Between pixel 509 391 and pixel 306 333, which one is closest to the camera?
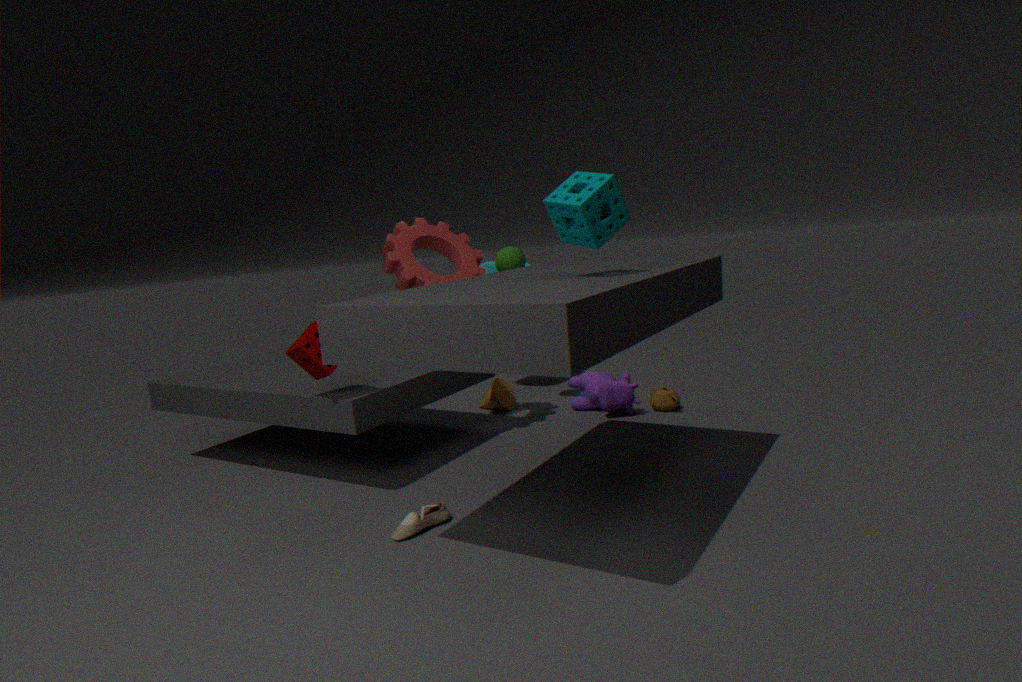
pixel 306 333
